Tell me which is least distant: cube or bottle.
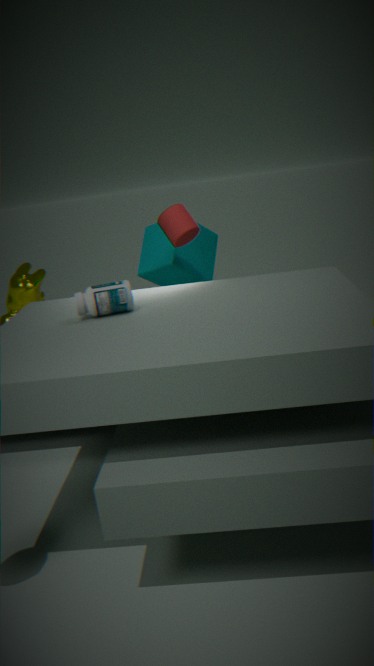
bottle
